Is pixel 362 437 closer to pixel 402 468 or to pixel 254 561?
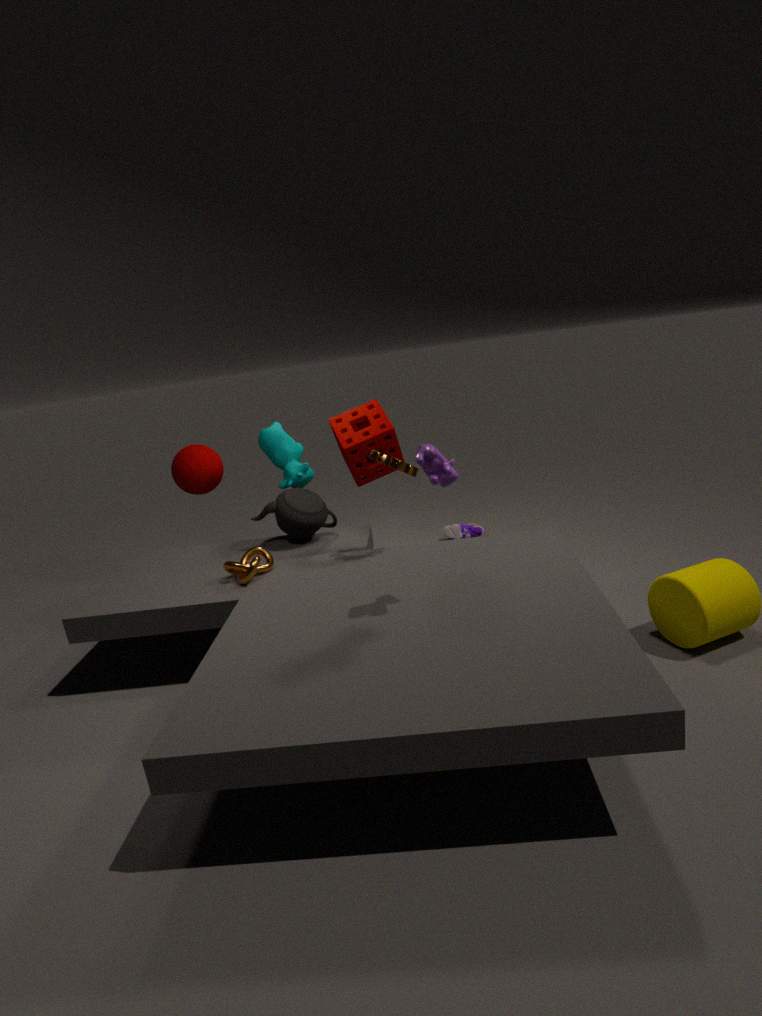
pixel 402 468
